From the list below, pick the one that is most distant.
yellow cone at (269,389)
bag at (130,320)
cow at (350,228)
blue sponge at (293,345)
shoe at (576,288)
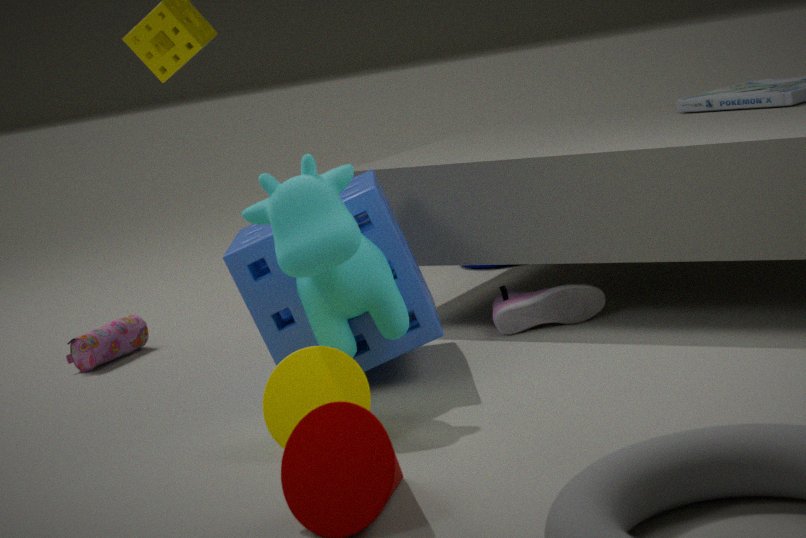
bag at (130,320)
